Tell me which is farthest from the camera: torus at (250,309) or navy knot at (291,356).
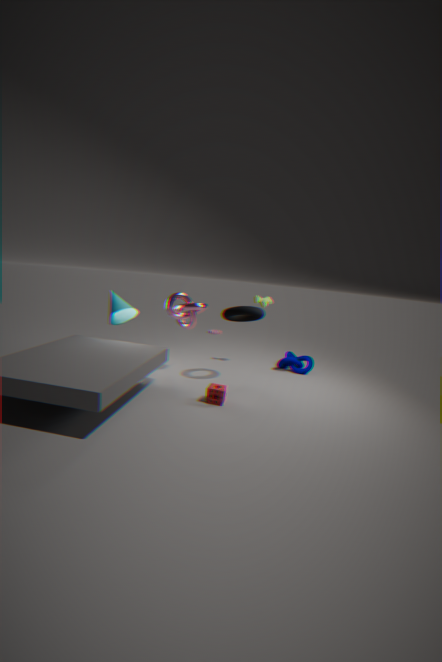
navy knot at (291,356)
